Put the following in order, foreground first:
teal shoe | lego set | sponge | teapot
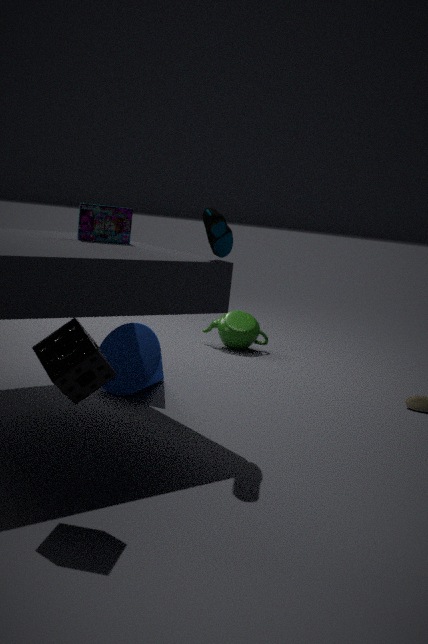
sponge → teal shoe → lego set → teapot
